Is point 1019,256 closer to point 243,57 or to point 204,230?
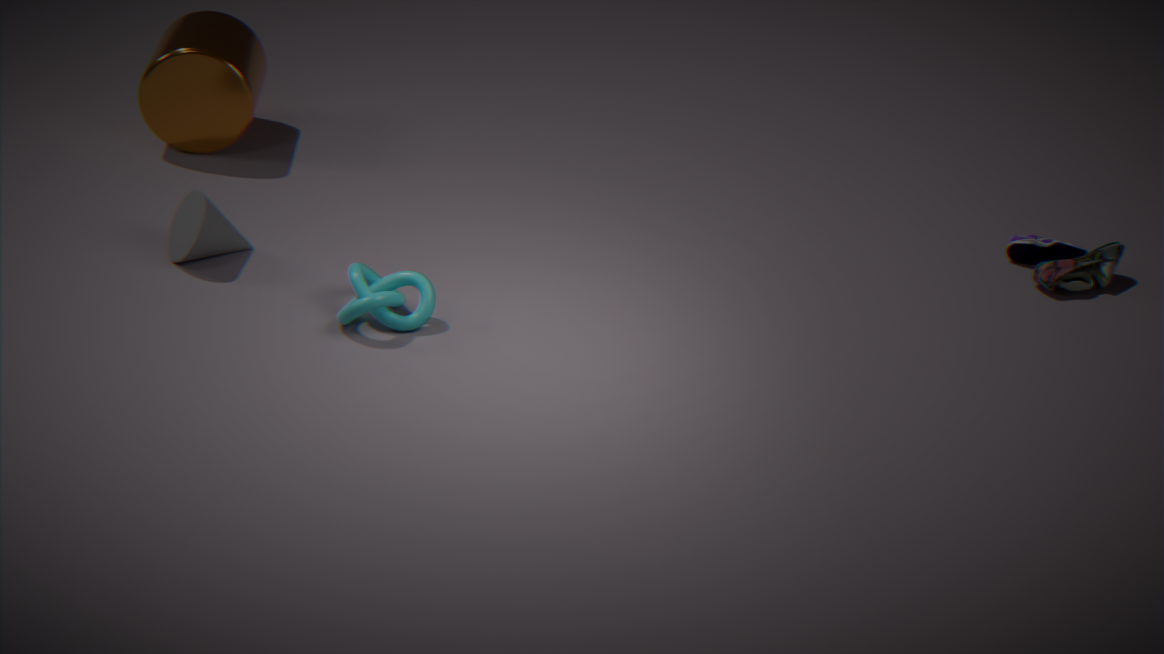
point 204,230
